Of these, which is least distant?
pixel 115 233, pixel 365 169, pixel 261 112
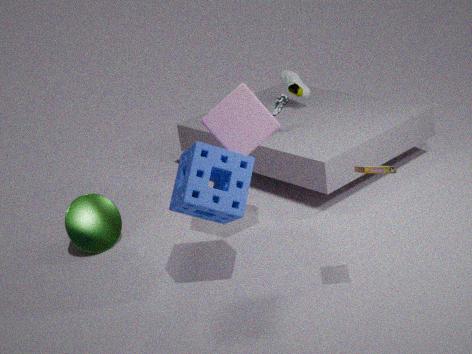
pixel 365 169
